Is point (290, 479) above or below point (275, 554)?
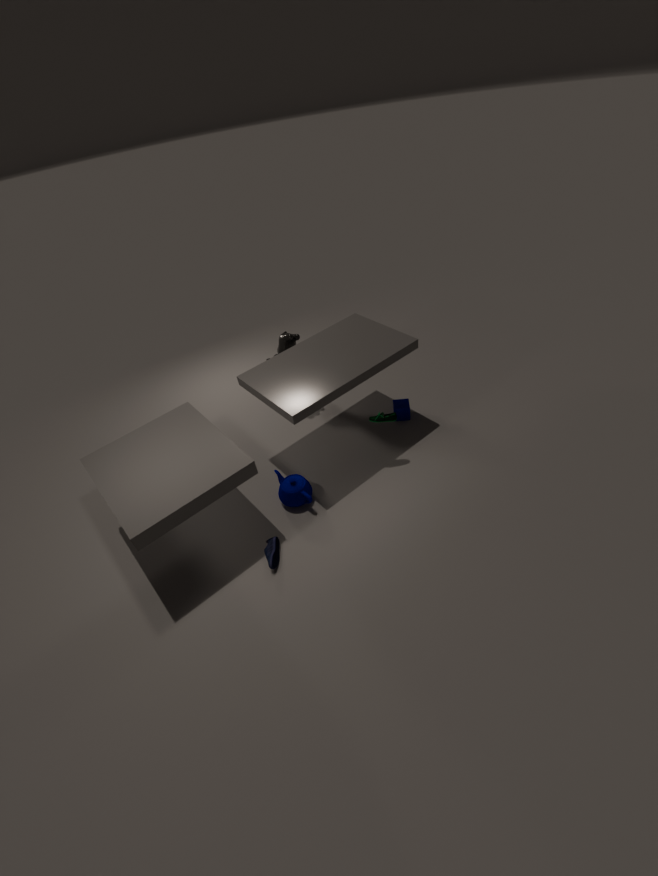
above
